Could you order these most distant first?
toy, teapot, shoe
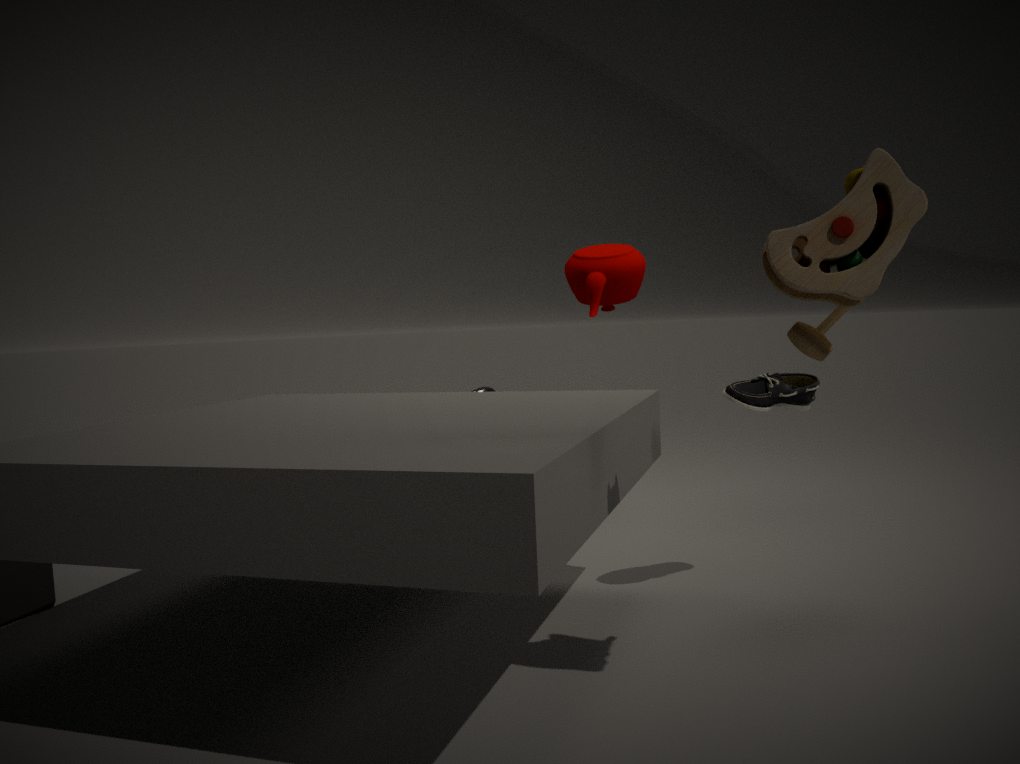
1. teapot
2. shoe
3. toy
